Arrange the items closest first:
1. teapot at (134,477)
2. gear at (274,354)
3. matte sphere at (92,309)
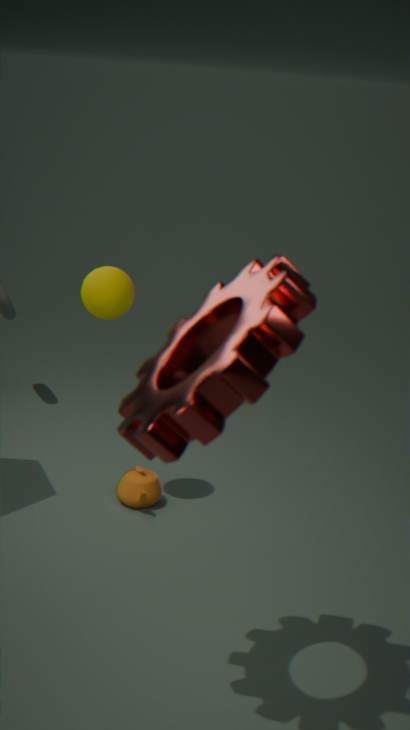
gear at (274,354) → matte sphere at (92,309) → teapot at (134,477)
